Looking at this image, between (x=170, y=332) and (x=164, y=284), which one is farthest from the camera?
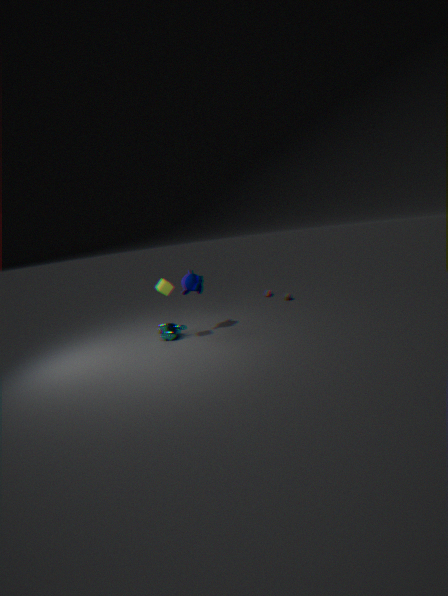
(x=170, y=332)
